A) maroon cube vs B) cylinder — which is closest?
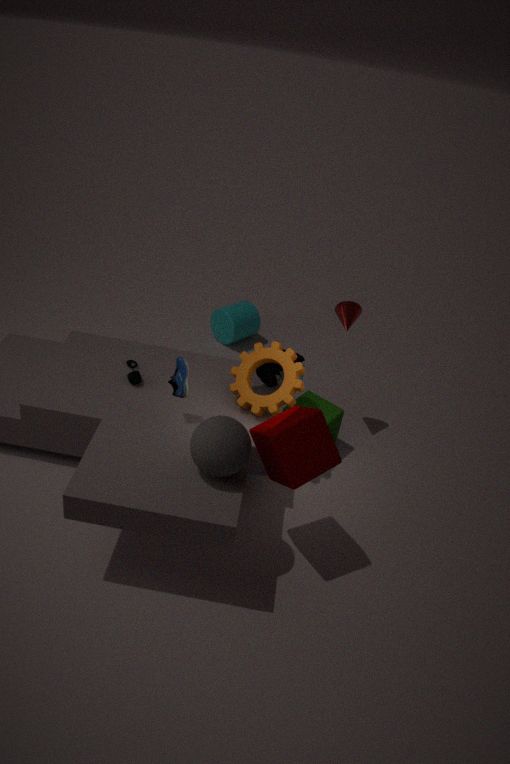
A. maroon cube
